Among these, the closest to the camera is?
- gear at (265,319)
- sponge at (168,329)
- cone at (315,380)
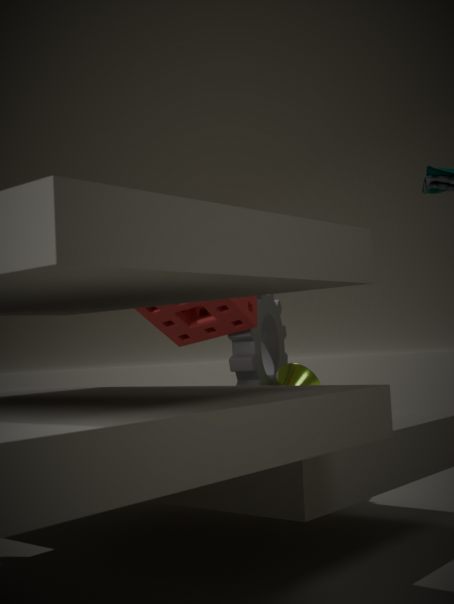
sponge at (168,329)
